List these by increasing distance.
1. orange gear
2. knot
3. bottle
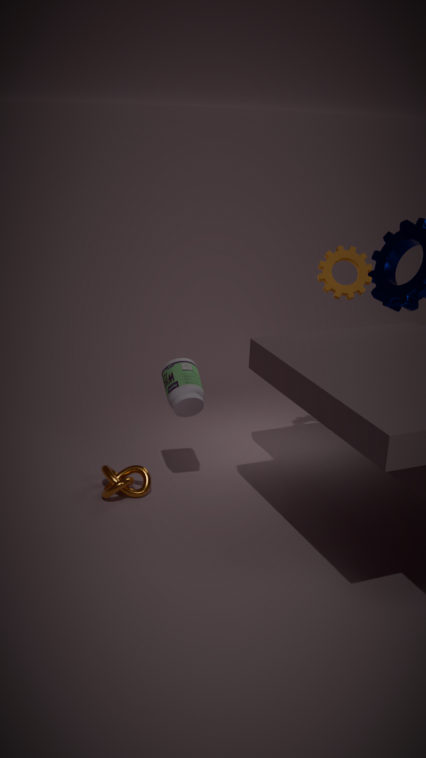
bottle
knot
orange gear
